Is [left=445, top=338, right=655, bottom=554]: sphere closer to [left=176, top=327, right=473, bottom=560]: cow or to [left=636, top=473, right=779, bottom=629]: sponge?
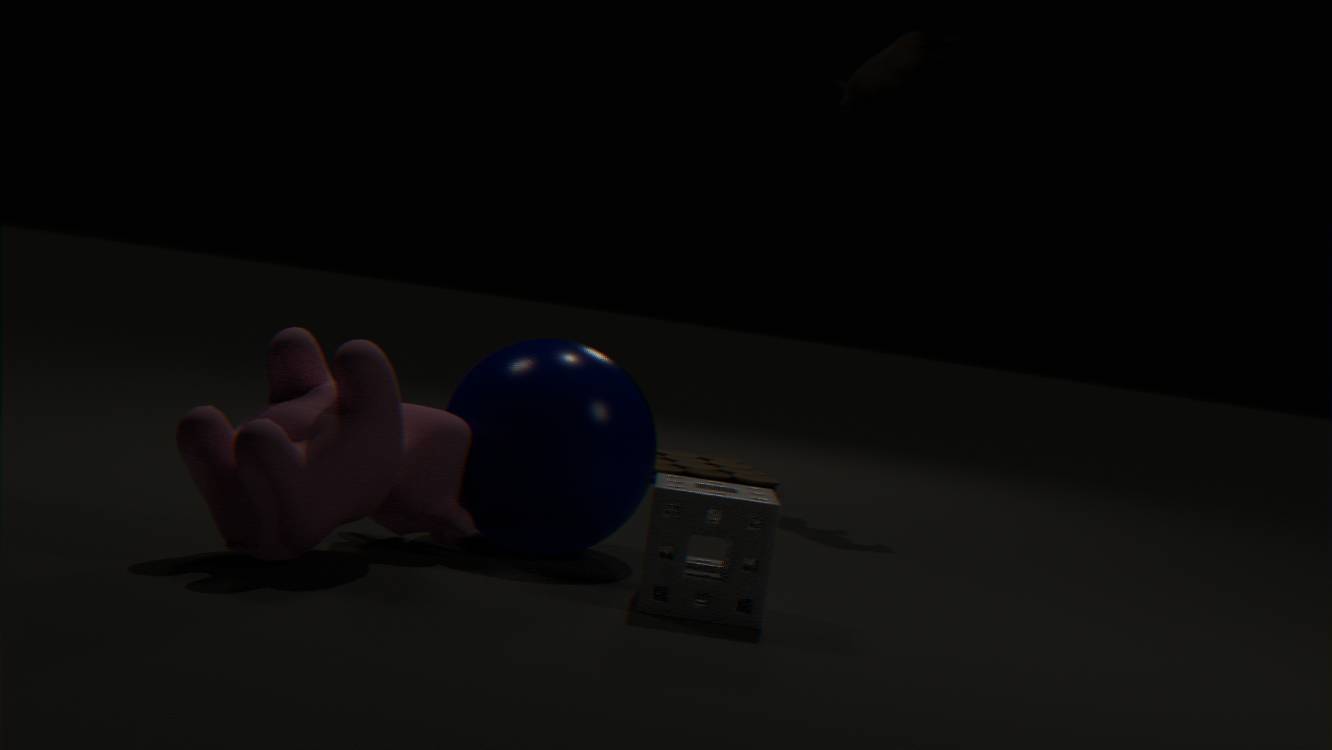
[left=176, top=327, right=473, bottom=560]: cow
